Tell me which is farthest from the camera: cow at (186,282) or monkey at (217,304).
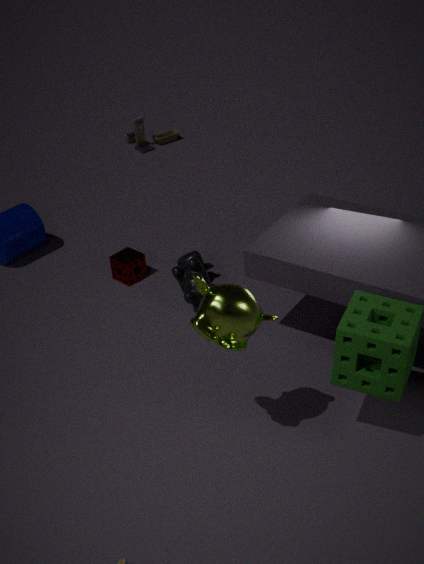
cow at (186,282)
